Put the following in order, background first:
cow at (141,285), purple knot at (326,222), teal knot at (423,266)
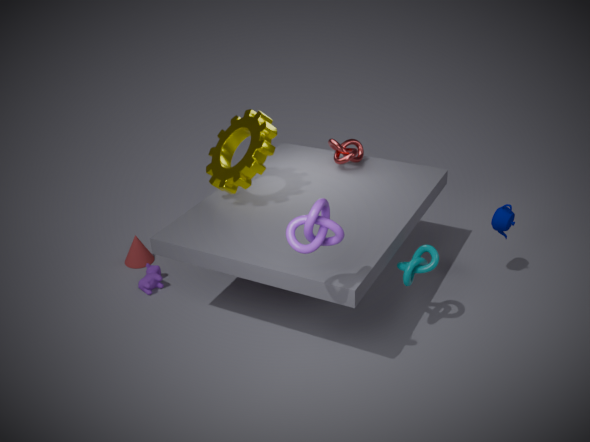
cow at (141,285) < teal knot at (423,266) < purple knot at (326,222)
